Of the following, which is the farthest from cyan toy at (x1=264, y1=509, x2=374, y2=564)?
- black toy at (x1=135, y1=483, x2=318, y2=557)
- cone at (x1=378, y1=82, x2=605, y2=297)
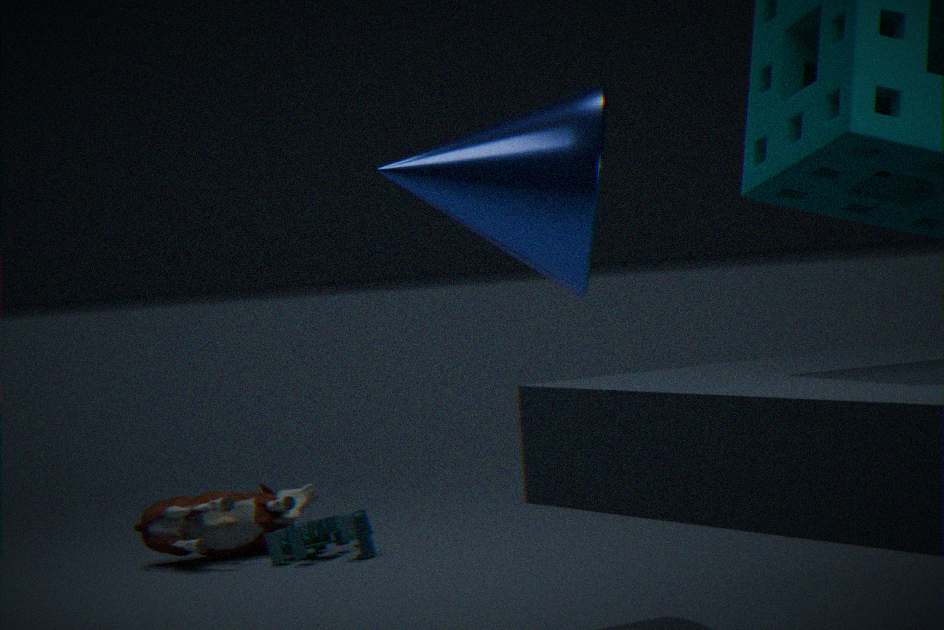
cone at (x1=378, y1=82, x2=605, y2=297)
